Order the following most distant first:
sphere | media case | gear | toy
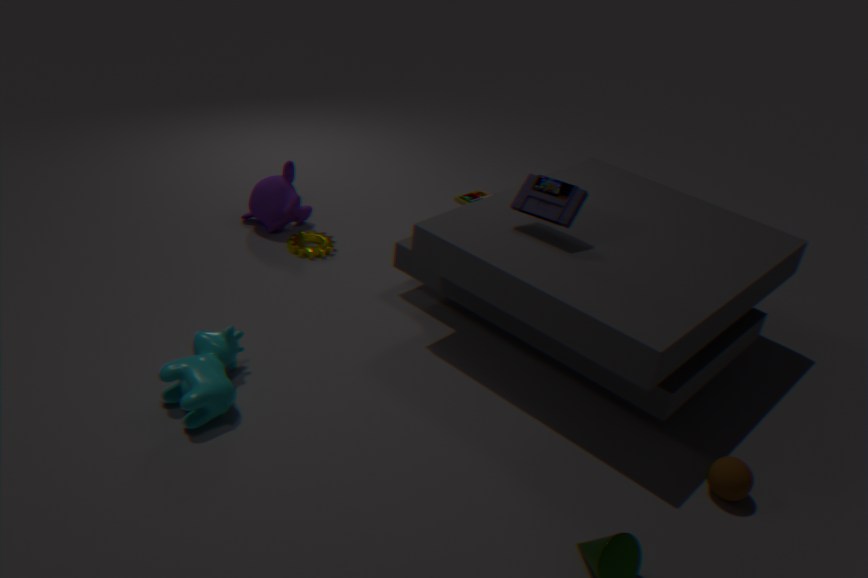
toy < gear < media case < sphere
